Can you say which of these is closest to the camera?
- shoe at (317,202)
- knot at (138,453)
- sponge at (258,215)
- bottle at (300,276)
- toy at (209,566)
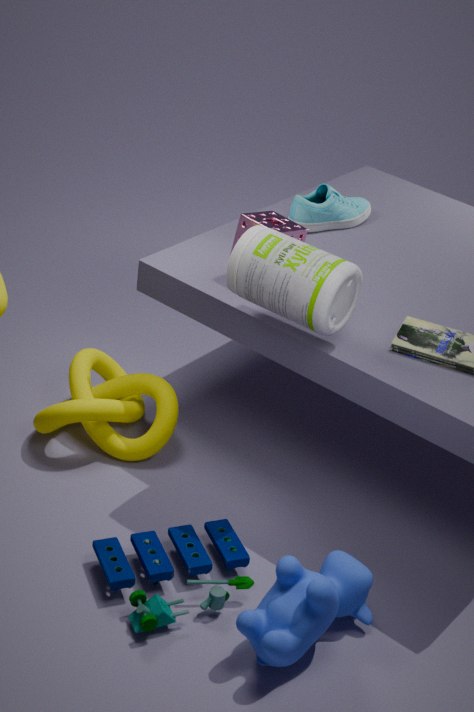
toy at (209,566)
